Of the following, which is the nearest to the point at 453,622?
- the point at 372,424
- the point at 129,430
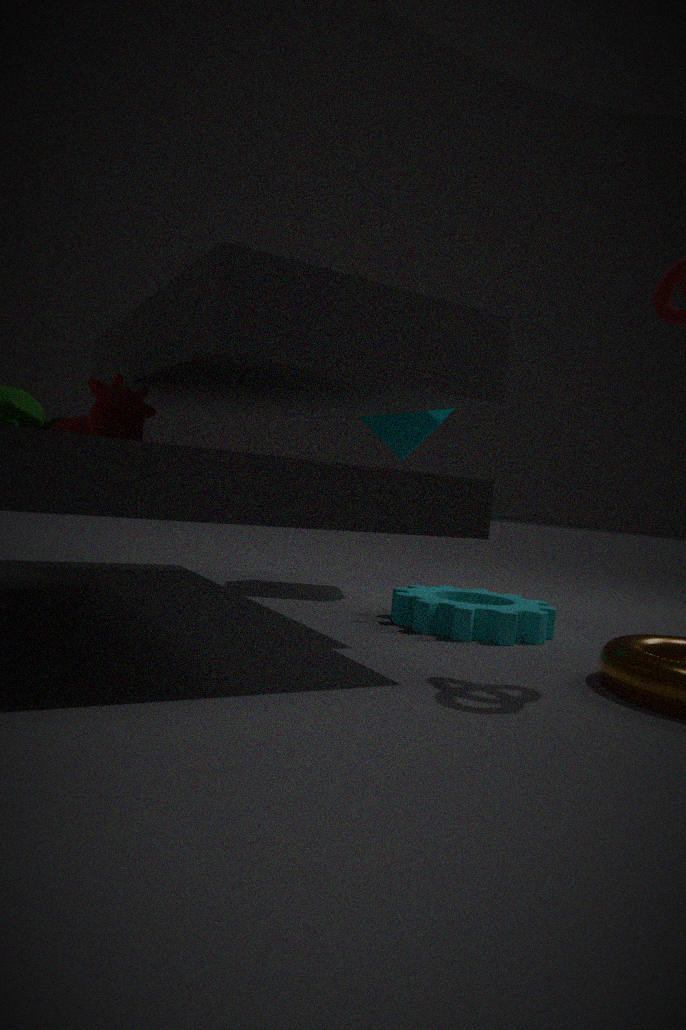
the point at 372,424
